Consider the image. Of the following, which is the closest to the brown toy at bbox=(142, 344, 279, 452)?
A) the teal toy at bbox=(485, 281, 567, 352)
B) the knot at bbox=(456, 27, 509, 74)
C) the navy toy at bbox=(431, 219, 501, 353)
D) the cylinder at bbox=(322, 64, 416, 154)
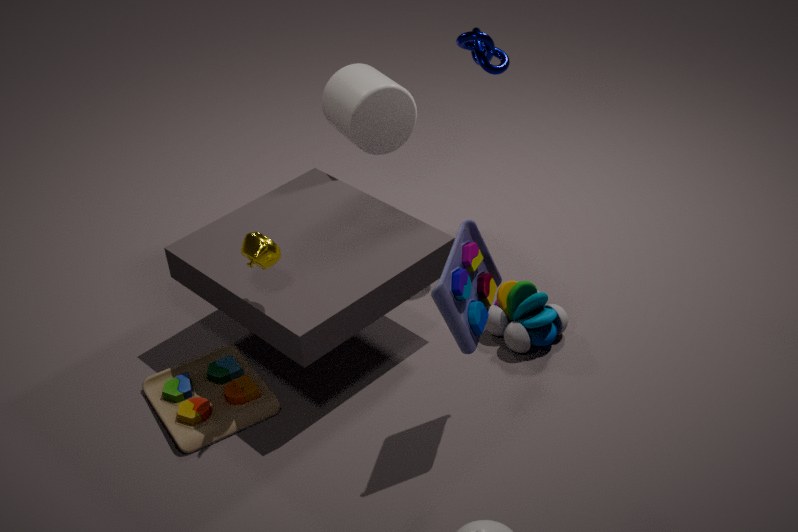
the navy toy at bbox=(431, 219, 501, 353)
